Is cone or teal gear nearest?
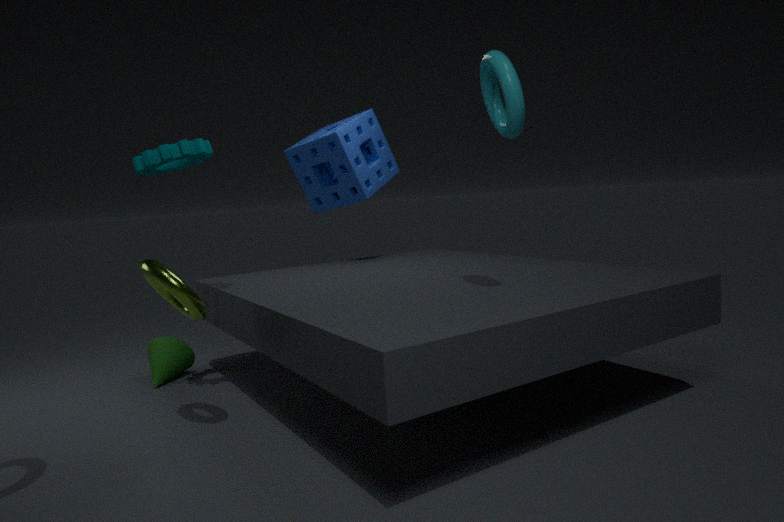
teal gear
